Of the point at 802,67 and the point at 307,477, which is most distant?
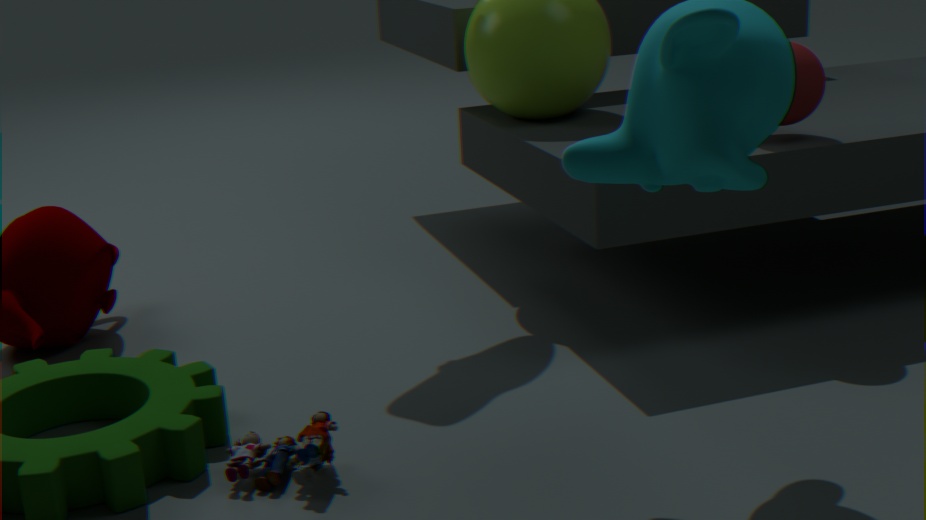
the point at 802,67
